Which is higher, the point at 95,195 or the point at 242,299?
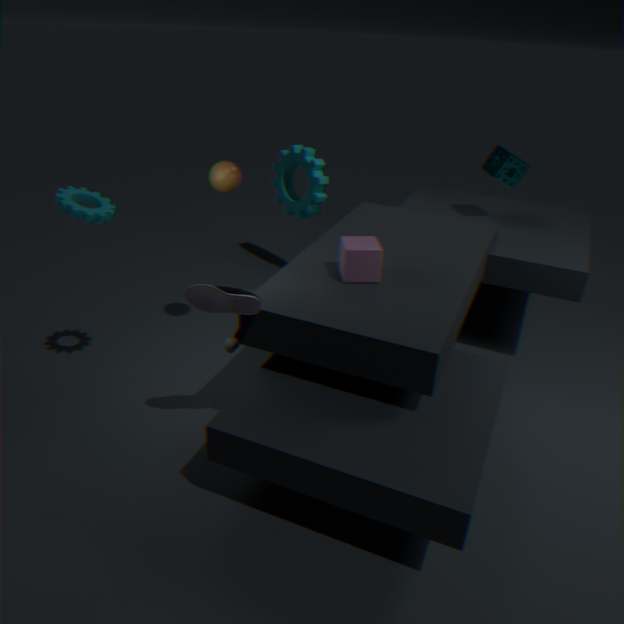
the point at 95,195
